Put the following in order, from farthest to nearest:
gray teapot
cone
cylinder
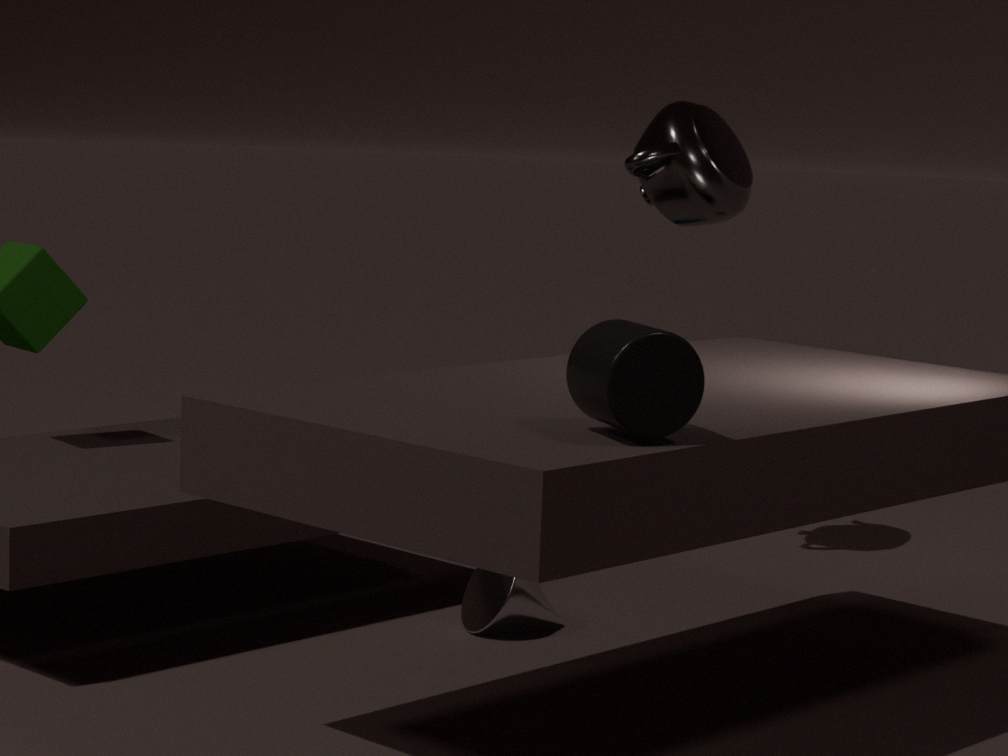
gray teapot, cone, cylinder
